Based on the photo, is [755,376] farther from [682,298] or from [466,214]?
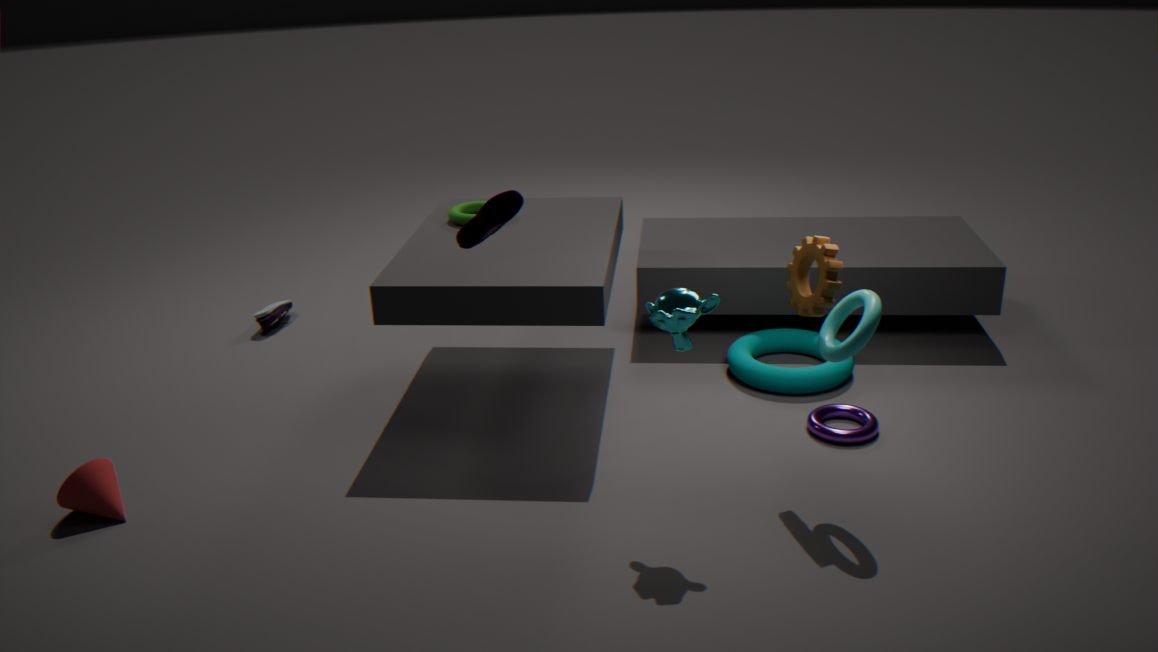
[466,214]
